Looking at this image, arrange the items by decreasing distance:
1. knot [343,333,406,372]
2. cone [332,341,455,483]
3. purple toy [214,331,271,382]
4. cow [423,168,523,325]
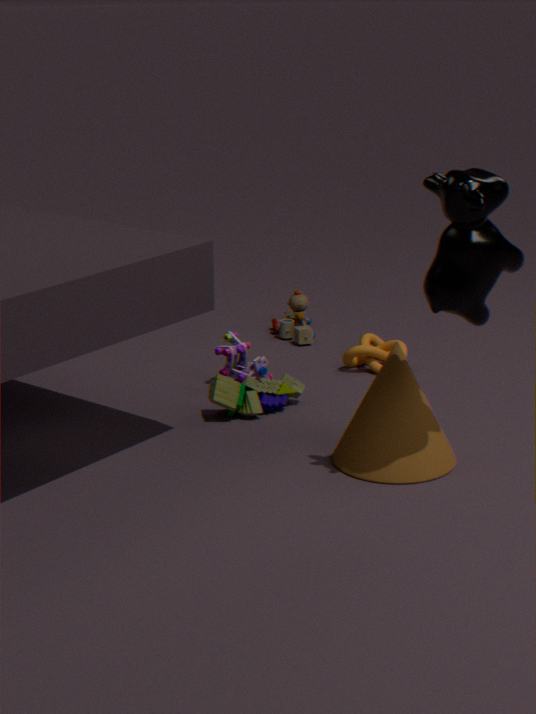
1. knot [343,333,406,372]
2. purple toy [214,331,271,382]
3. cone [332,341,455,483]
4. cow [423,168,523,325]
